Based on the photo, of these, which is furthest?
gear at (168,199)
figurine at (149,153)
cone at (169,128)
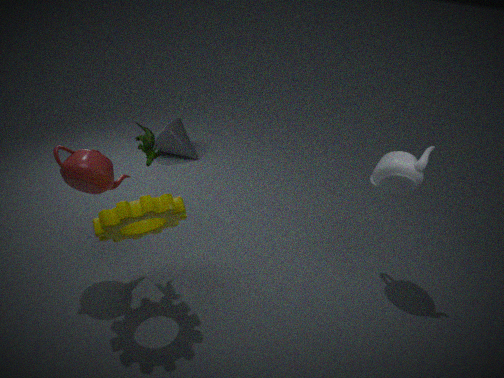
cone at (169,128)
